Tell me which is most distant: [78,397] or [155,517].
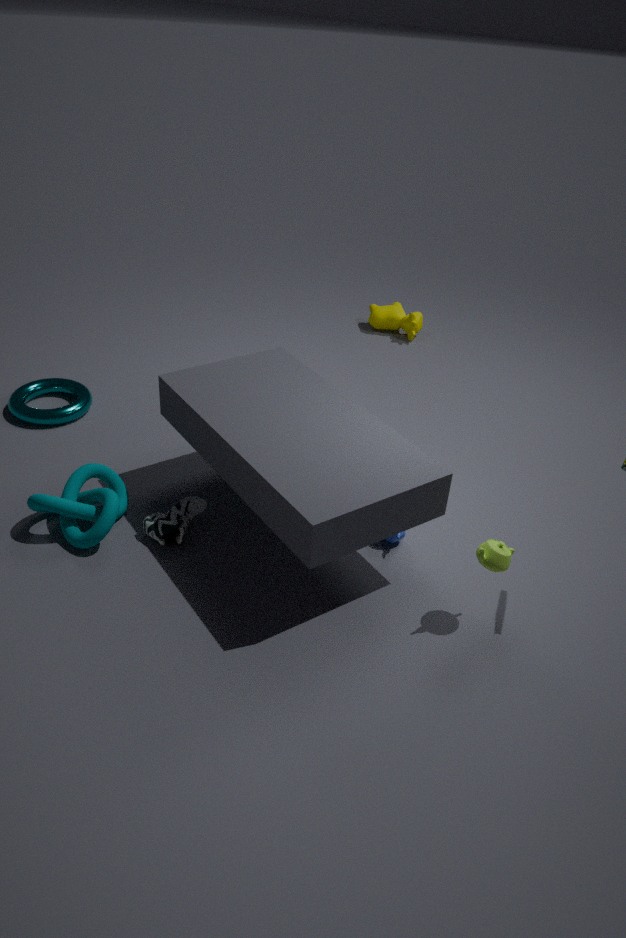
[78,397]
